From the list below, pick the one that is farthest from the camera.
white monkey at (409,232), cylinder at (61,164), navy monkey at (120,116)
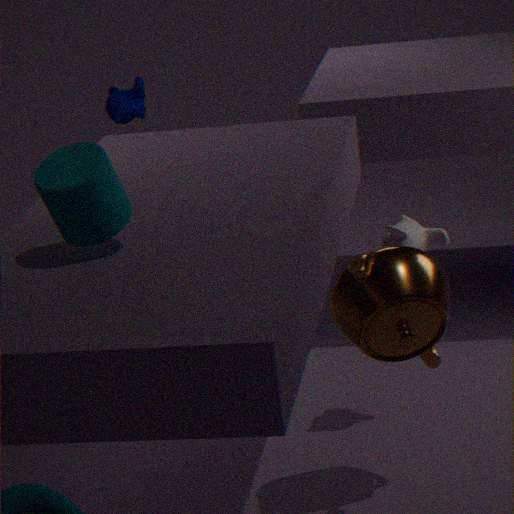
navy monkey at (120,116)
